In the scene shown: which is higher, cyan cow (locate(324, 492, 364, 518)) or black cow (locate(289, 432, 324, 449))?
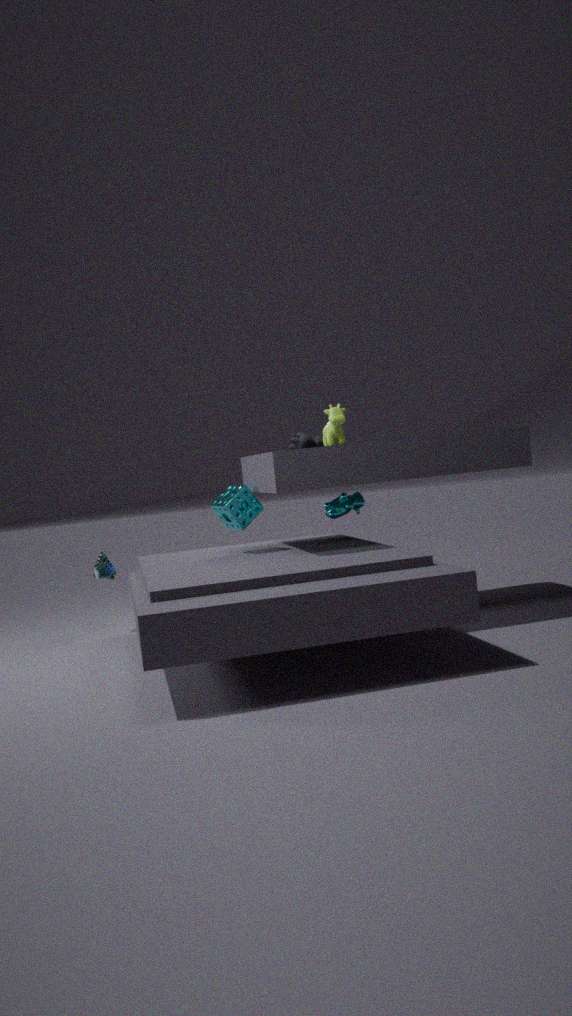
black cow (locate(289, 432, 324, 449))
